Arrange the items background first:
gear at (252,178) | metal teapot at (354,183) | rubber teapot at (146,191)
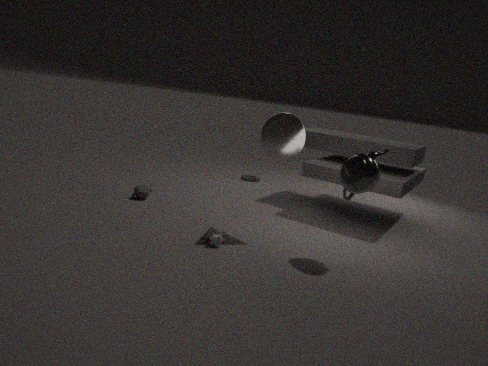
gear at (252,178)
rubber teapot at (146,191)
metal teapot at (354,183)
